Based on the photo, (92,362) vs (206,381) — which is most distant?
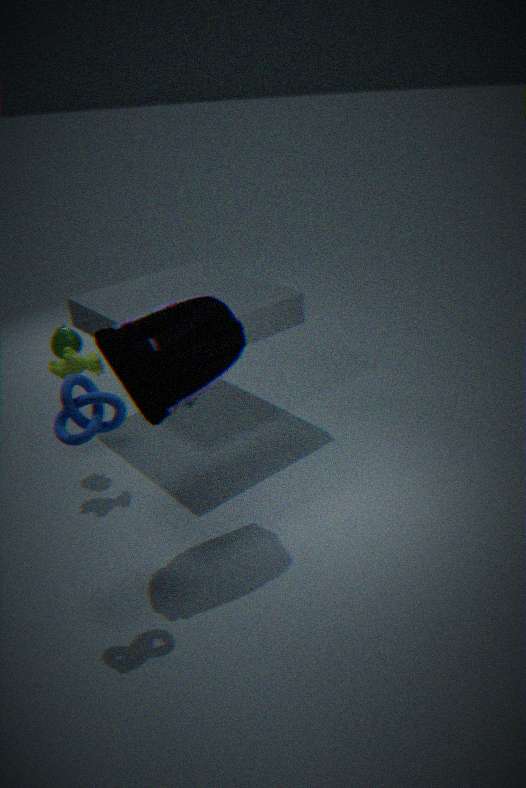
(92,362)
